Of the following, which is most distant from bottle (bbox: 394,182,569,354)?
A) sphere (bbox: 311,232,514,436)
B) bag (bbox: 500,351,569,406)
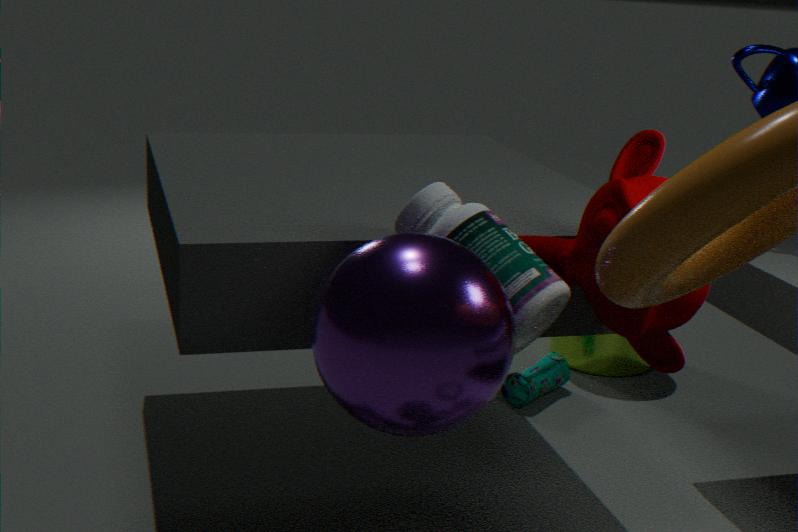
bag (bbox: 500,351,569,406)
